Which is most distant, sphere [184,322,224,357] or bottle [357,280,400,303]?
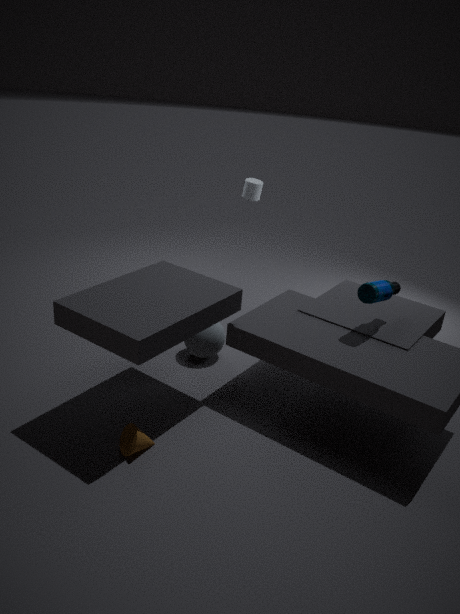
sphere [184,322,224,357]
